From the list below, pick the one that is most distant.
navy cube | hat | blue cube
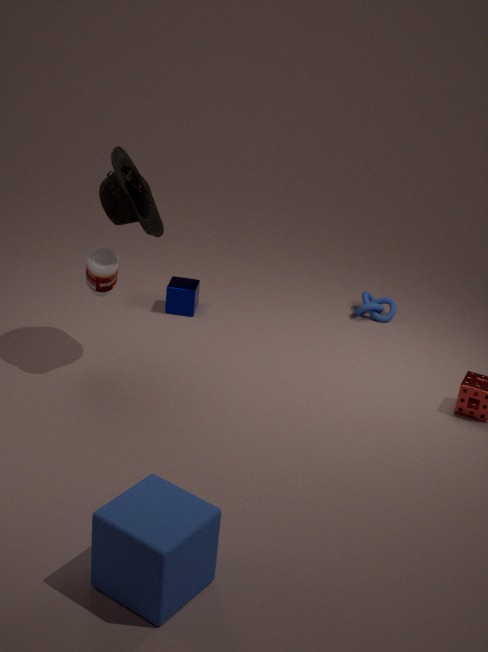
navy cube
